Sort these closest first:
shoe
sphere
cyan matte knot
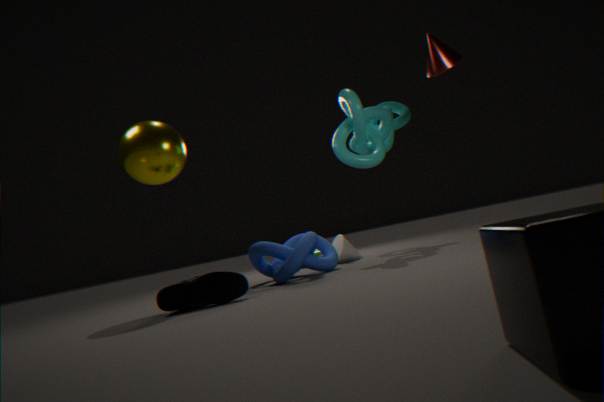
shoe → sphere → cyan matte knot
